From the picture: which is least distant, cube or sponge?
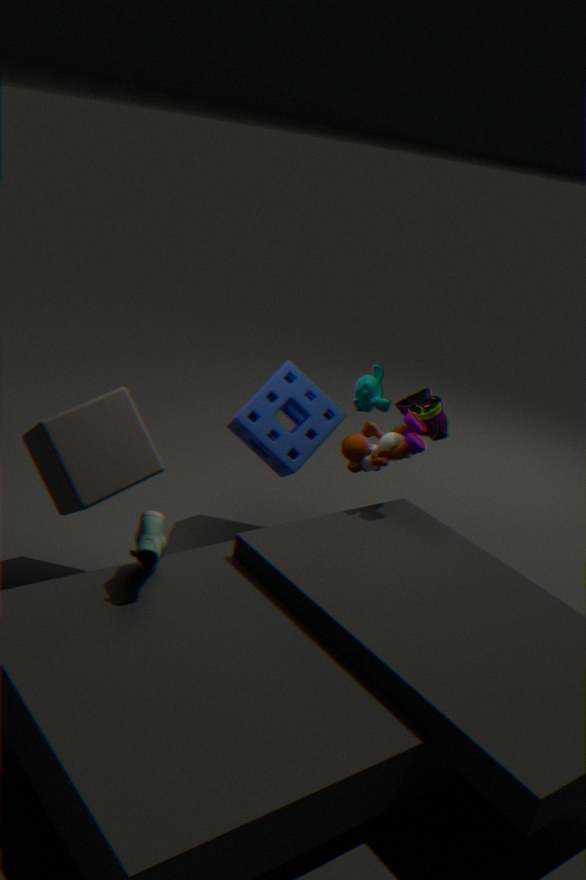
cube
